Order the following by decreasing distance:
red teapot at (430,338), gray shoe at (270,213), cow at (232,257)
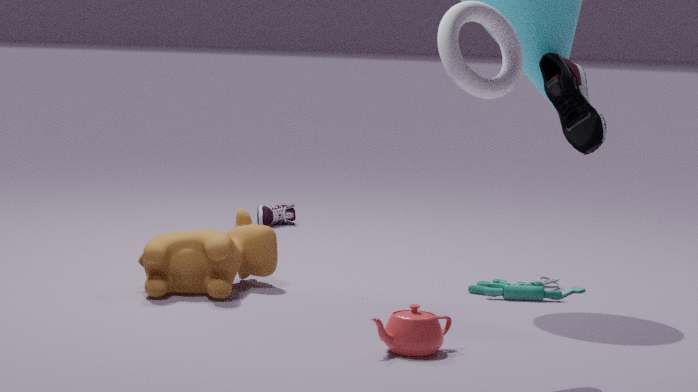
gray shoe at (270,213) → cow at (232,257) → red teapot at (430,338)
